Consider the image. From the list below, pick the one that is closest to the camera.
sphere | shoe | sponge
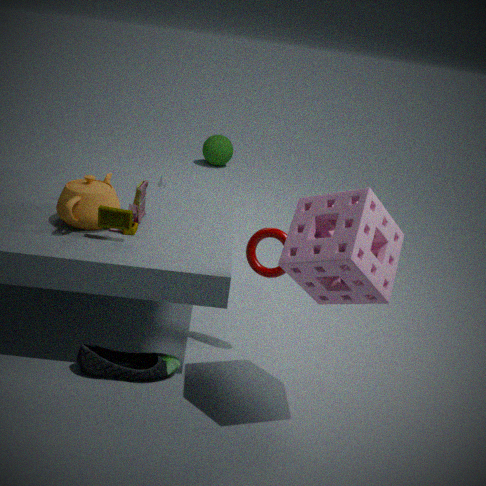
sponge
